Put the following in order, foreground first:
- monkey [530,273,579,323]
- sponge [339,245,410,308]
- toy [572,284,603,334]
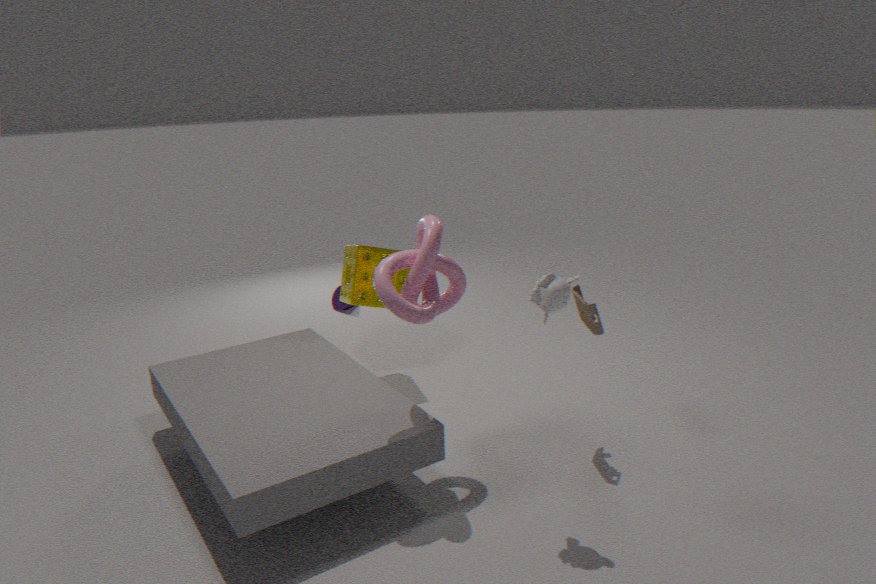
monkey [530,273,579,323], toy [572,284,603,334], sponge [339,245,410,308]
